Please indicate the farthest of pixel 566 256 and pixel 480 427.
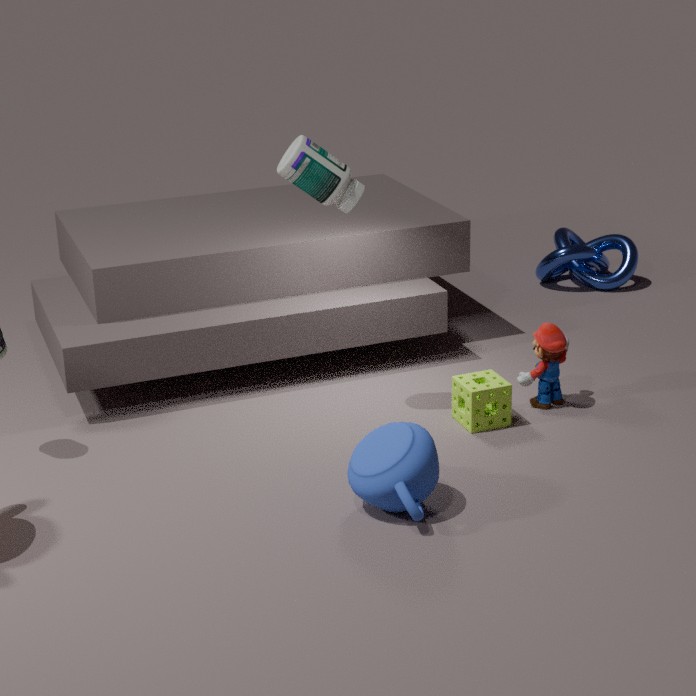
pixel 566 256
